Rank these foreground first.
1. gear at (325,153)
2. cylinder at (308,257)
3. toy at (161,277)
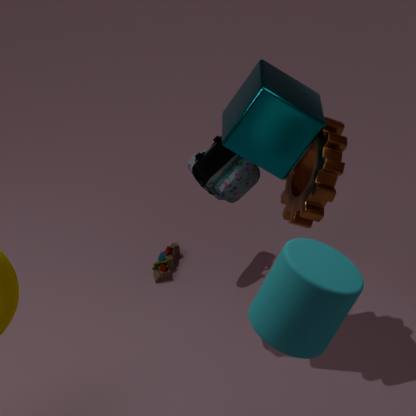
cylinder at (308,257) → gear at (325,153) → toy at (161,277)
